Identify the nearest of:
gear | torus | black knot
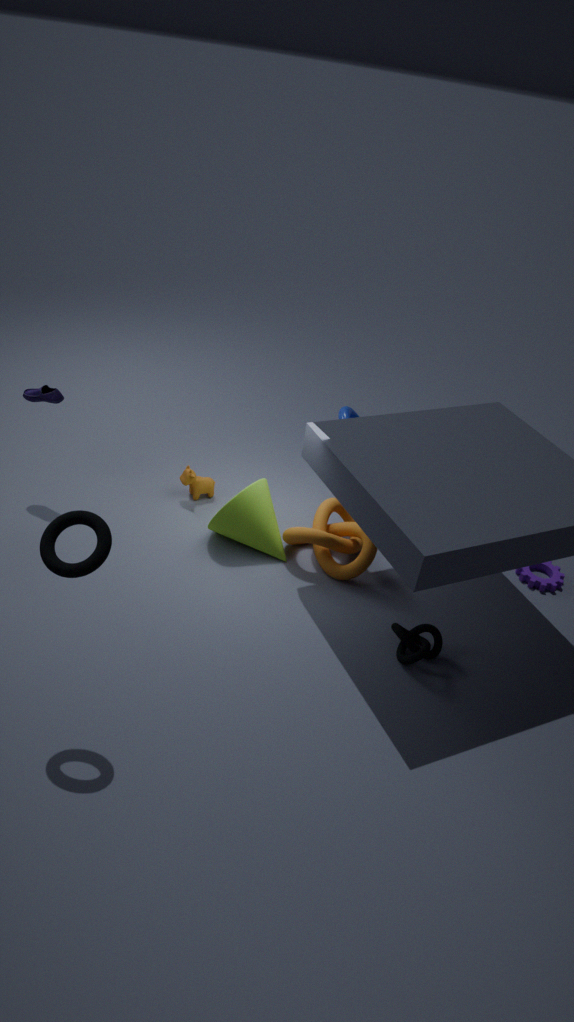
torus
